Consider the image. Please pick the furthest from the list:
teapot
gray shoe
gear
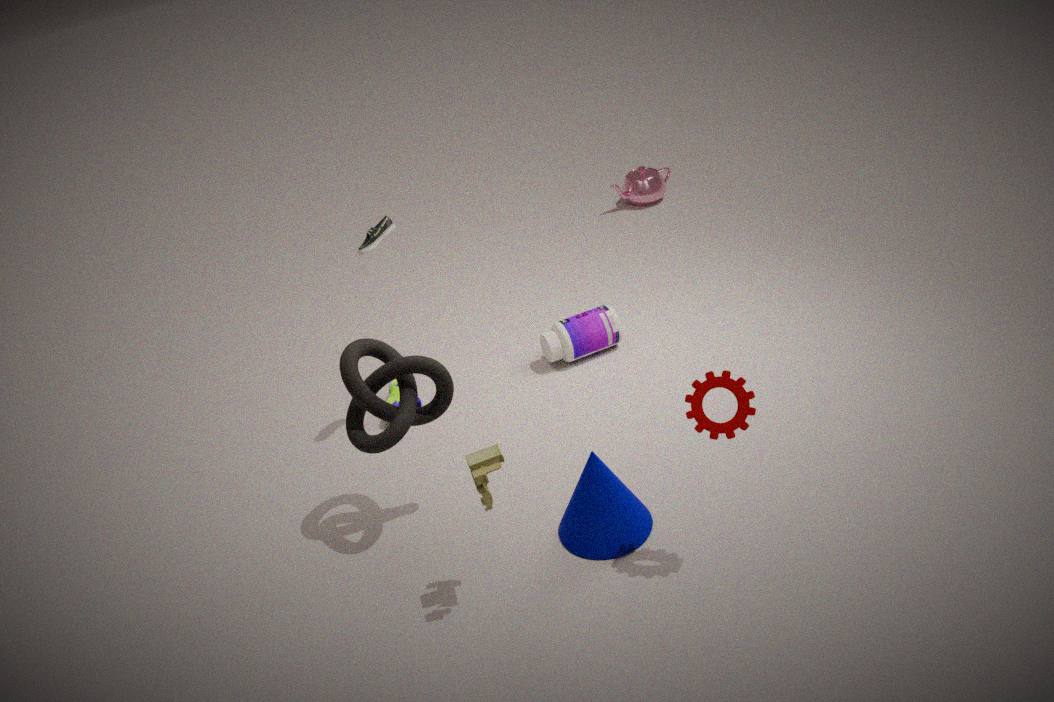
teapot
